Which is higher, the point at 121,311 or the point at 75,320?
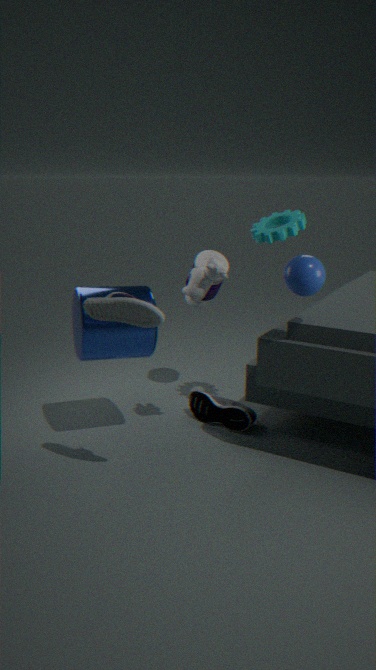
the point at 121,311
